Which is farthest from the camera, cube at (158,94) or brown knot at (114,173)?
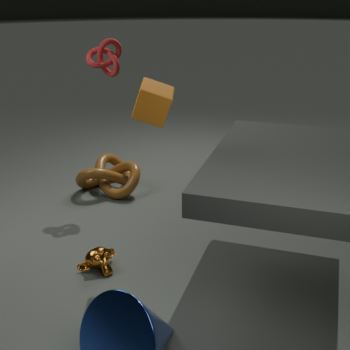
brown knot at (114,173)
